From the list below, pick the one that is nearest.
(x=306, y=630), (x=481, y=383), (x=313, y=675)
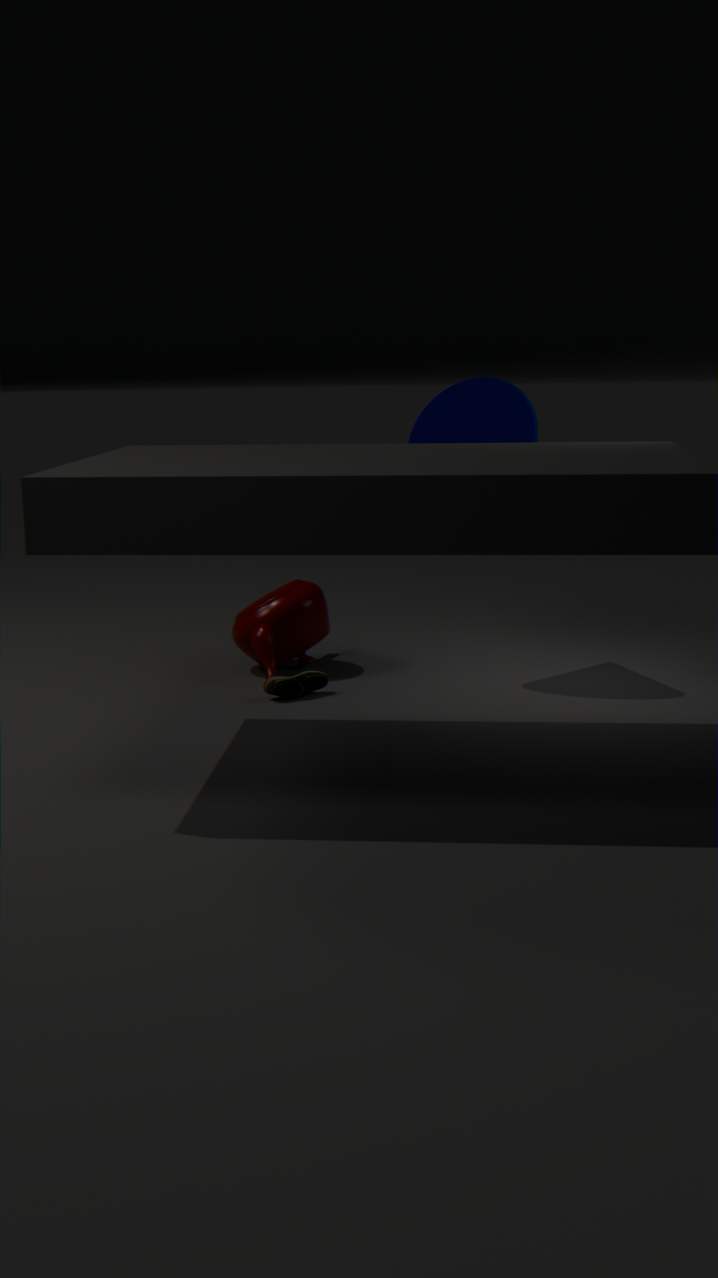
(x=313, y=675)
